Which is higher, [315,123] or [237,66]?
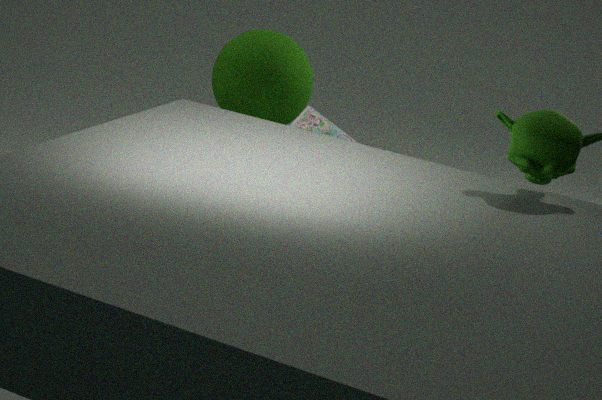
[315,123]
